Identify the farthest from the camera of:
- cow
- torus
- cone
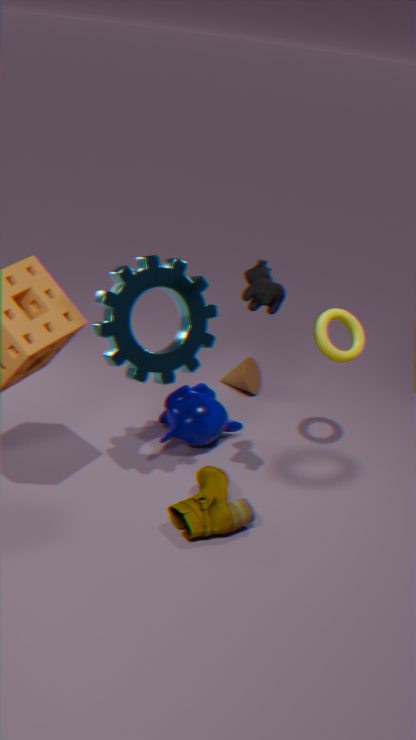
cone
